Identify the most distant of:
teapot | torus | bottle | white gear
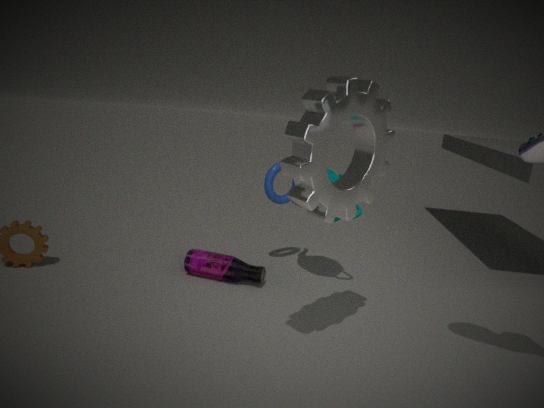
torus
